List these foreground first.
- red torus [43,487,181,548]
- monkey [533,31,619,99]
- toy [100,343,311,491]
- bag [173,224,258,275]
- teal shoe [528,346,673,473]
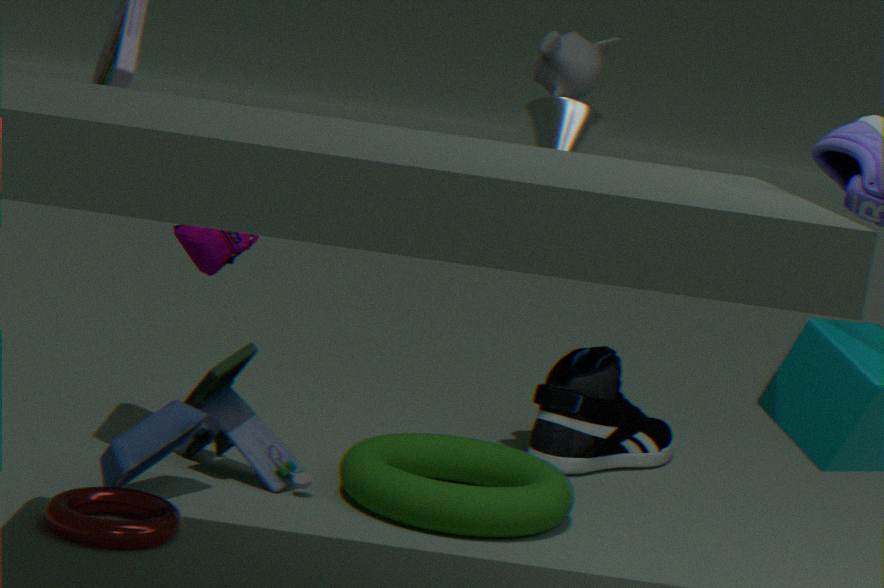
red torus [43,487,181,548]
toy [100,343,311,491]
bag [173,224,258,275]
monkey [533,31,619,99]
teal shoe [528,346,673,473]
